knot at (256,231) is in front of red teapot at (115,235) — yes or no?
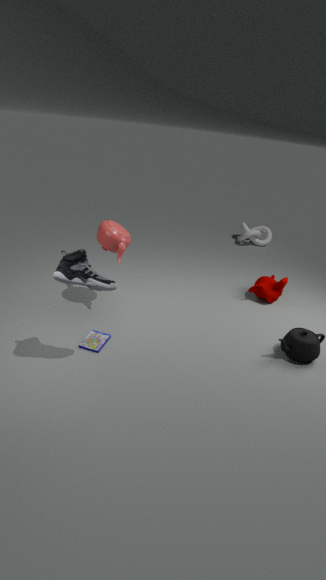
No
